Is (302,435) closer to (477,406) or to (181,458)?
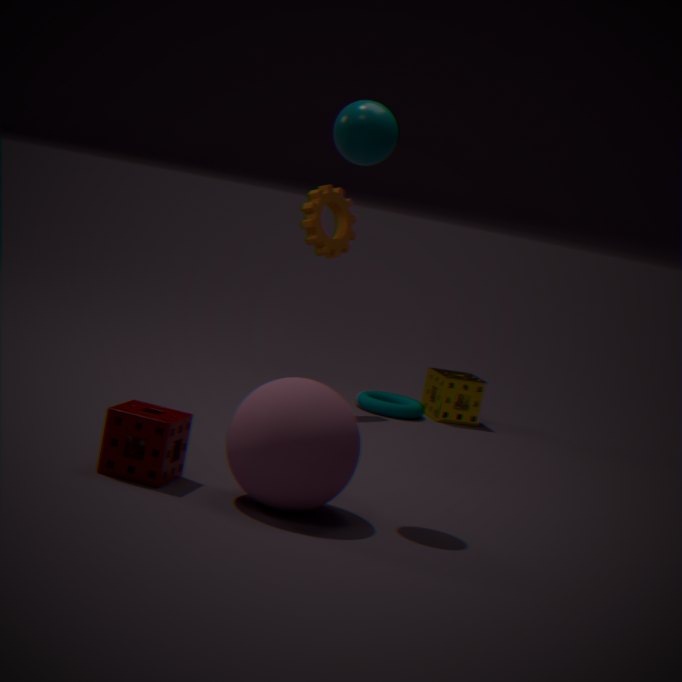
(181,458)
